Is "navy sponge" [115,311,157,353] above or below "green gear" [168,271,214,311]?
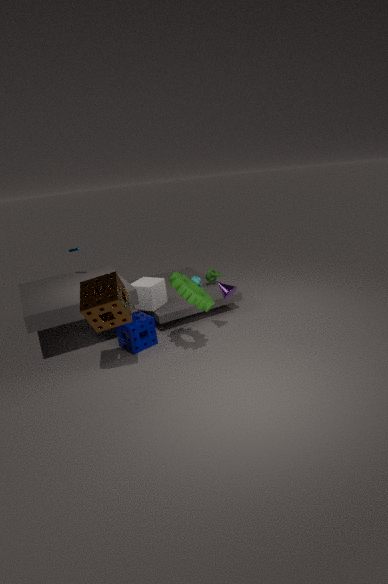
below
